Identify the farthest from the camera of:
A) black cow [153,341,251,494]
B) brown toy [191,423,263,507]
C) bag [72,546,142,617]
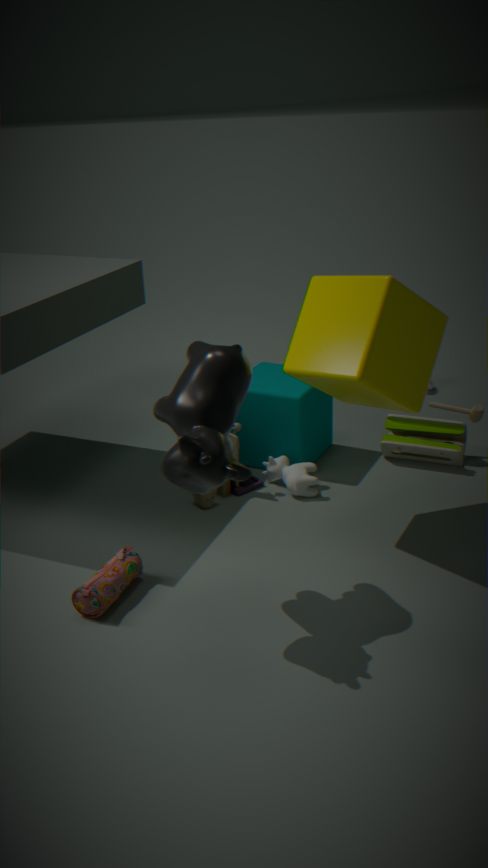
brown toy [191,423,263,507]
